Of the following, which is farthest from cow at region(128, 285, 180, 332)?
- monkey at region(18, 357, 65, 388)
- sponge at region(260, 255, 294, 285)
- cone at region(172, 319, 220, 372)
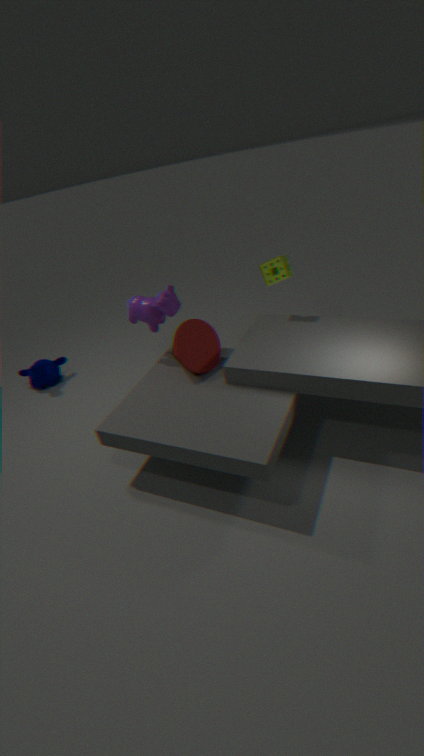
monkey at region(18, 357, 65, 388)
